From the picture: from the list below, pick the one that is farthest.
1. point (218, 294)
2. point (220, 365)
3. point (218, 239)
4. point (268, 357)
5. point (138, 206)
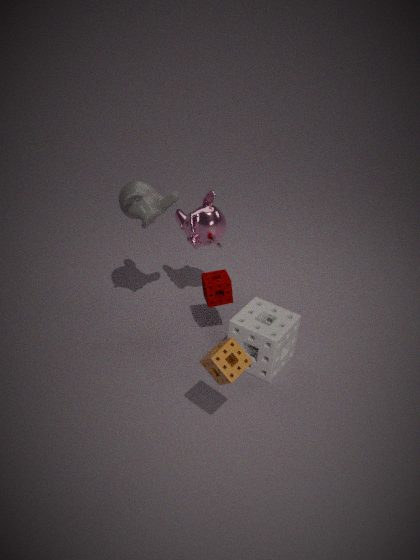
point (218, 239)
